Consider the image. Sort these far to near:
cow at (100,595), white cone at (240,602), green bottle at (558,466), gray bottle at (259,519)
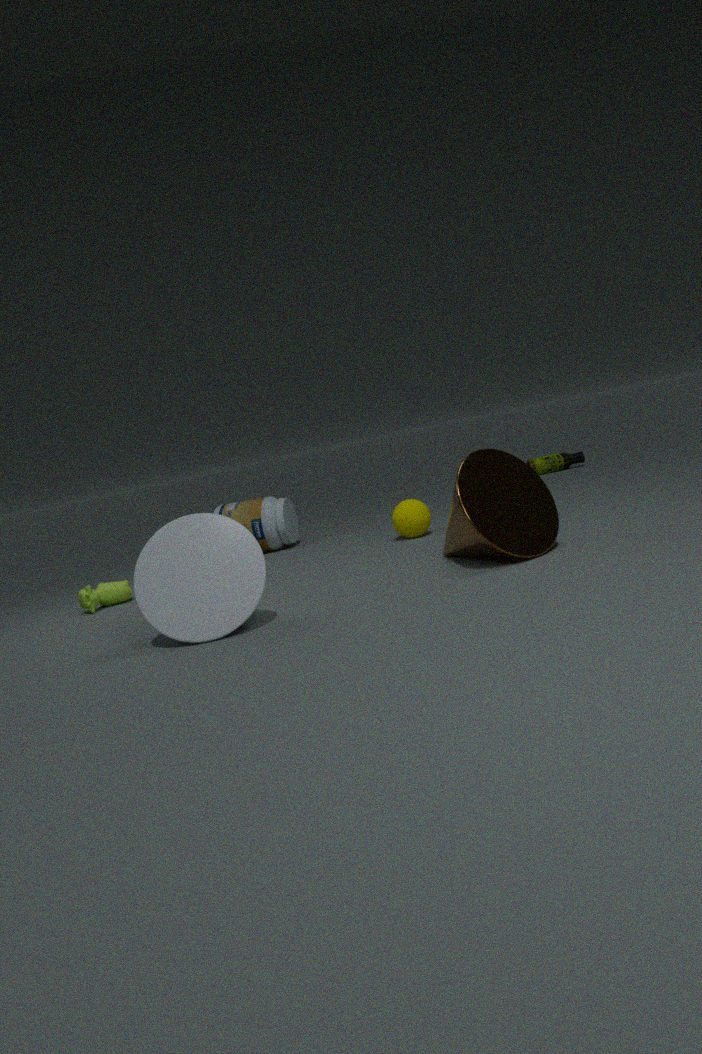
green bottle at (558,466), gray bottle at (259,519), cow at (100,595), white cone at (240,602)
